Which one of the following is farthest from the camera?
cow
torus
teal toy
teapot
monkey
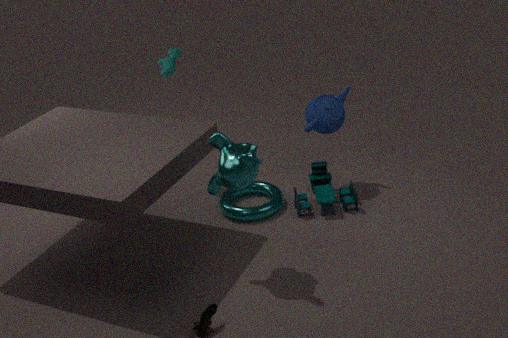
cow
